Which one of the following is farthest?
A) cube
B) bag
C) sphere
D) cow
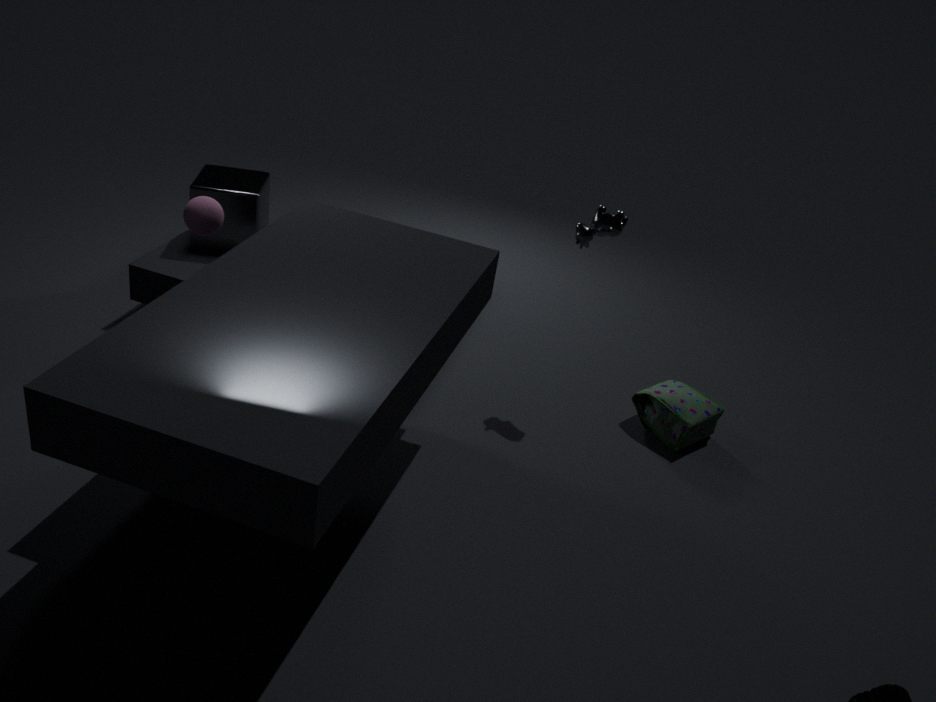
A. cube
